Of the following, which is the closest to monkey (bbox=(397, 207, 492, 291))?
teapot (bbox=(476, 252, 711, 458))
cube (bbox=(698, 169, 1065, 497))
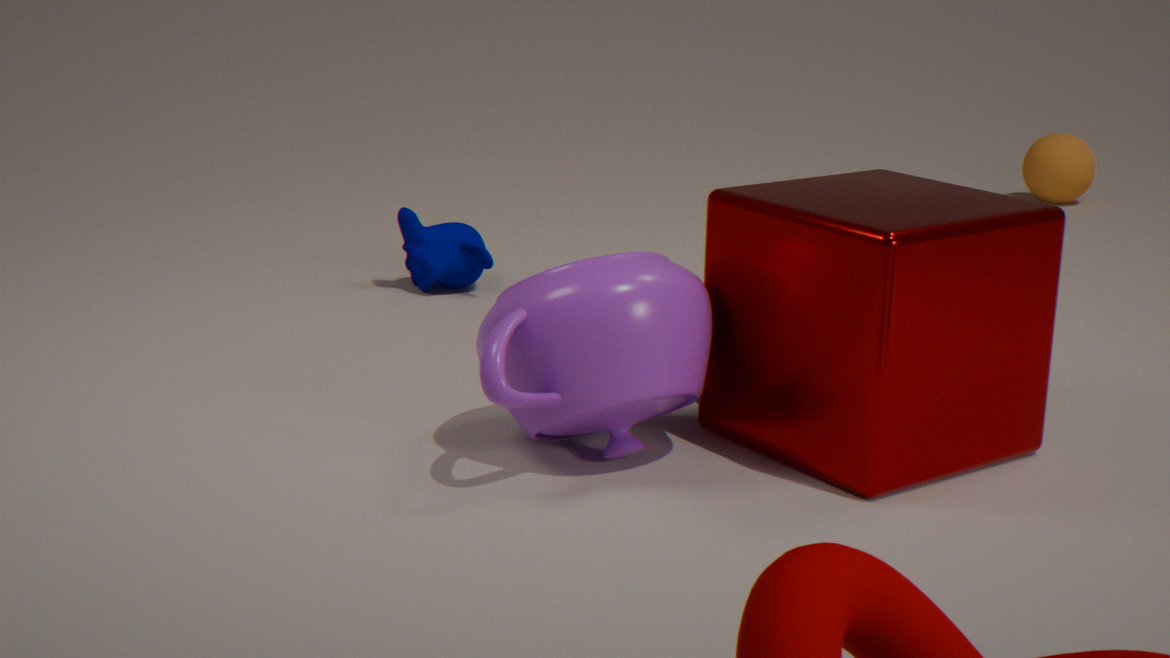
teapot (bbox=(476, 252, 711, 458))
